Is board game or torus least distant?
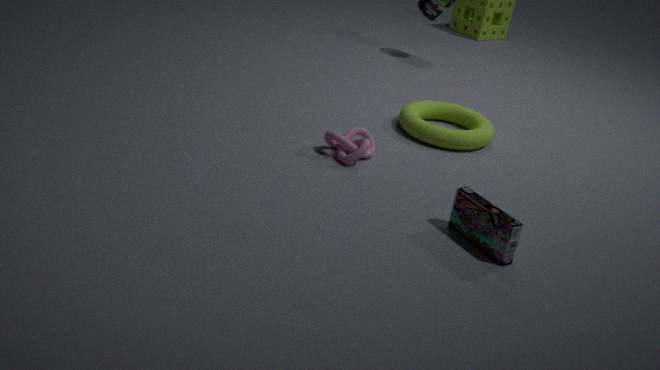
board game
